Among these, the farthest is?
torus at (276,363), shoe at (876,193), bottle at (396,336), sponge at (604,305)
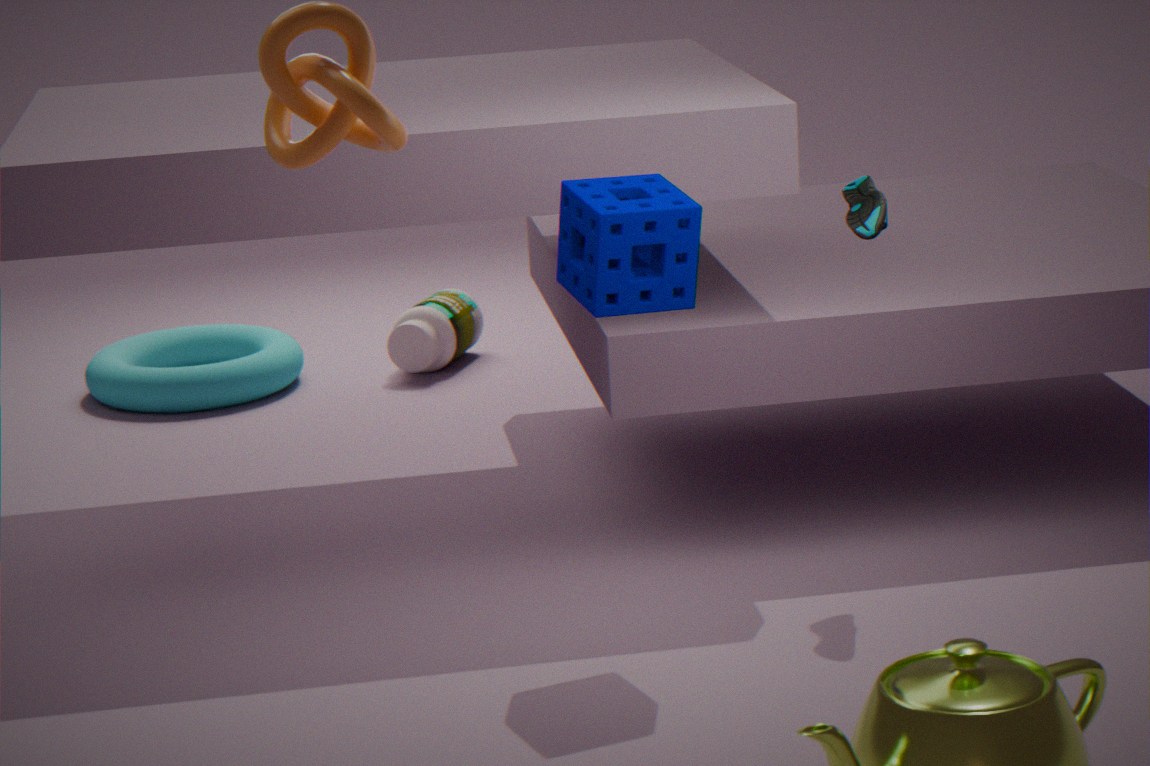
bottle at (396,336)
